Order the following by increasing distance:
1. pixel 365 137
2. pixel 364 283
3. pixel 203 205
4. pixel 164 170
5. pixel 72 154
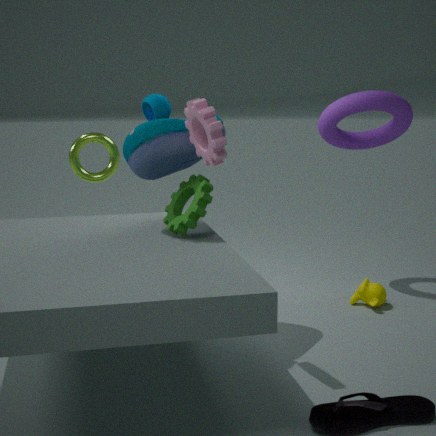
pixel 203 205 < pixel 164 170 < pixel 72 154 < pixel 364 283 < pixel 365 137
